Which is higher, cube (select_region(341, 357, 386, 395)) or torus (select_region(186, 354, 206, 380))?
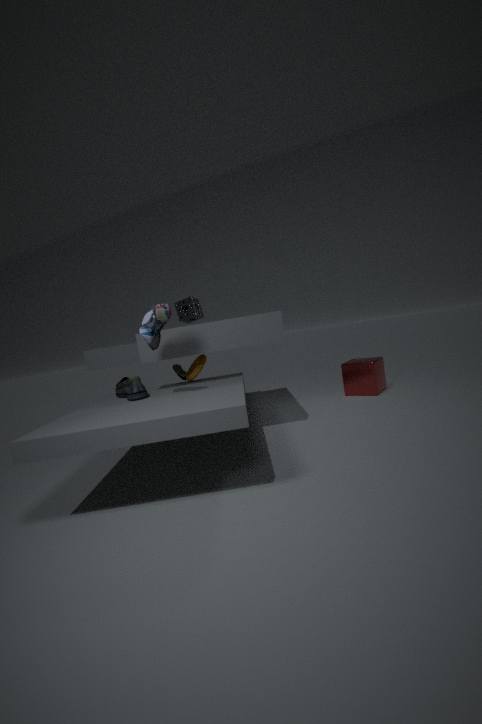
torus (select_region(186, 354, 206, 380))
